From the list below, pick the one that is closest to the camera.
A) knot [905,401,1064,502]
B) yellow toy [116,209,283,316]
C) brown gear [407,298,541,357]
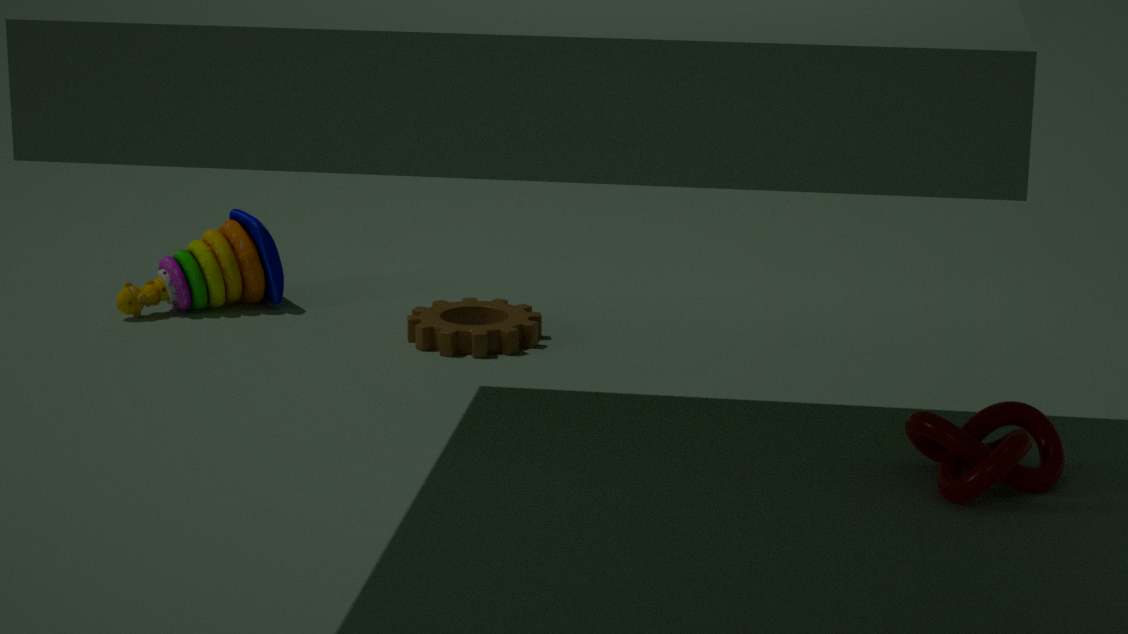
knot [905,401,1064,502]
